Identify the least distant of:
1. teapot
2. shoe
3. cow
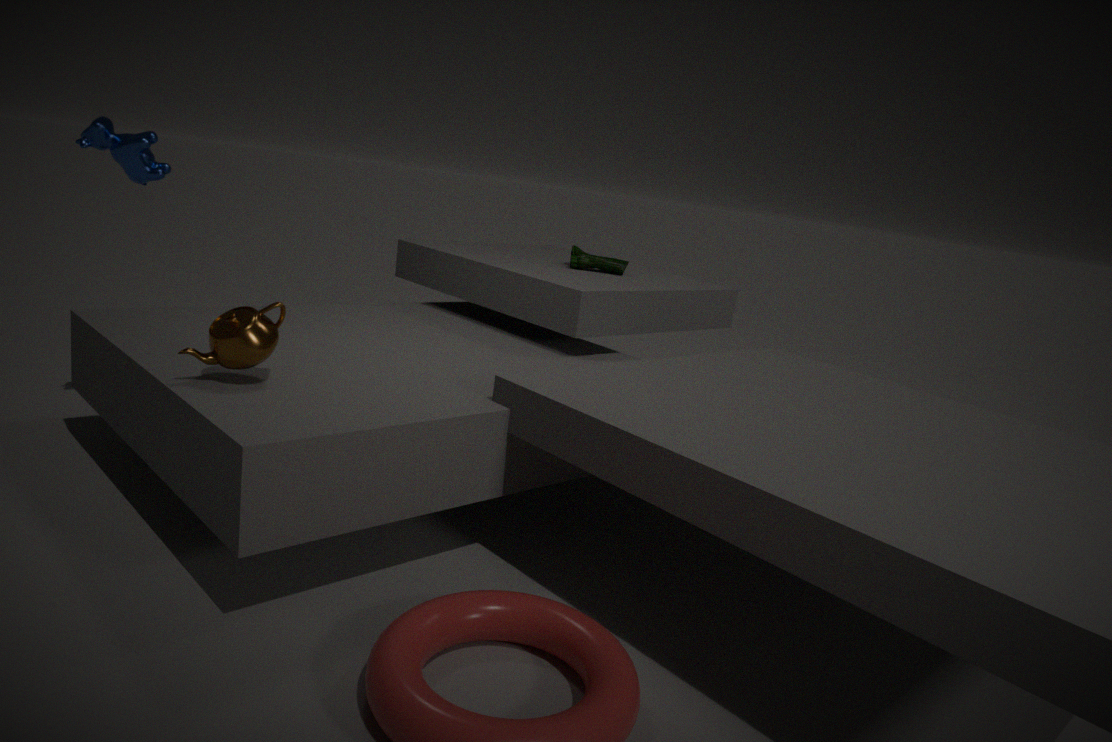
teapot
